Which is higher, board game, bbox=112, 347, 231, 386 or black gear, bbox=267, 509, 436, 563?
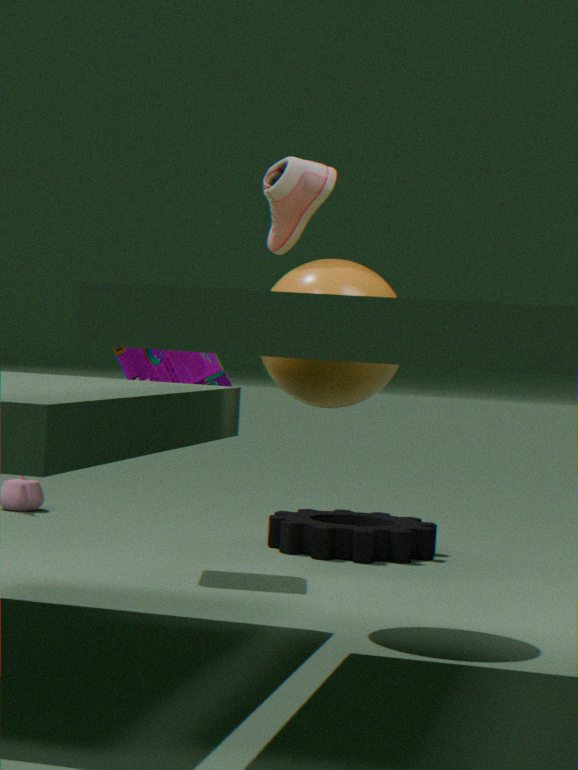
board game, bbox=112, 347, 231, 386
